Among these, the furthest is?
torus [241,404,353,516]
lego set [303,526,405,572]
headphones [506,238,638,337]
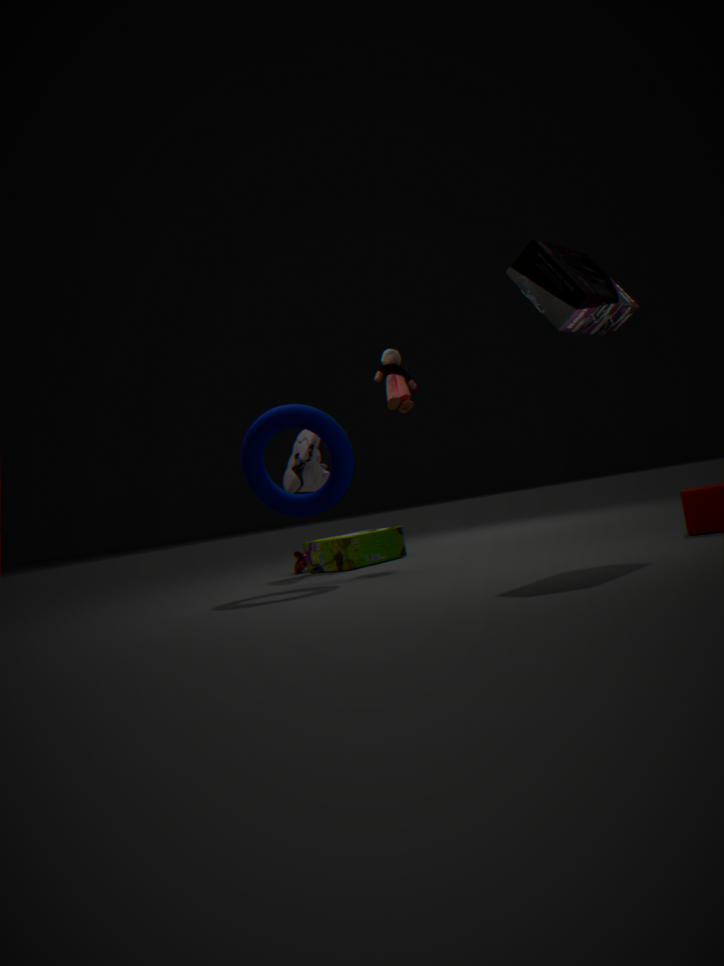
lego set [303,526,405,572]
